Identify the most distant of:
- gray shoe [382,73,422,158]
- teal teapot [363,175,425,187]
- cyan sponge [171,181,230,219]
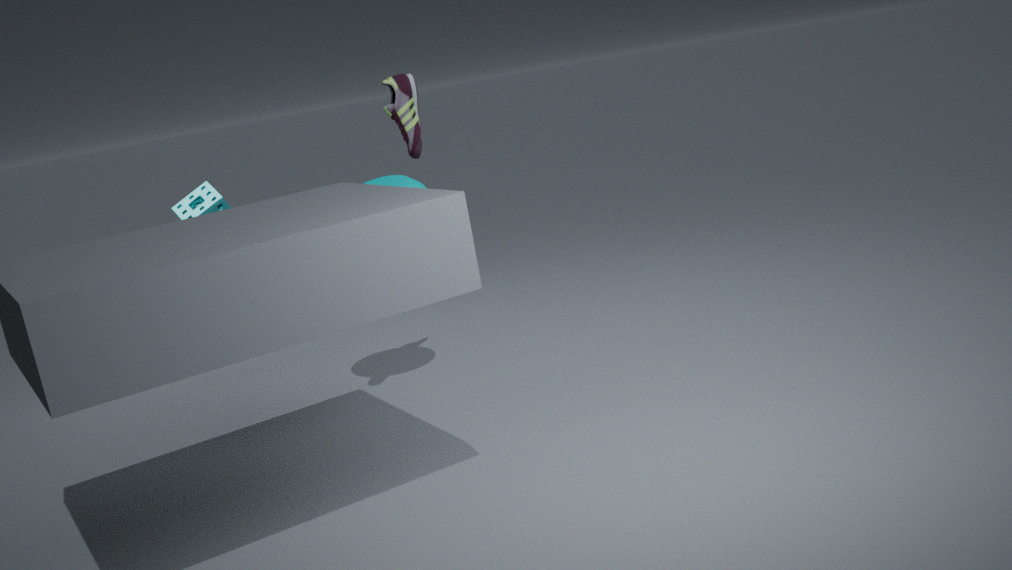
gray shoe [382,73,422,158]
